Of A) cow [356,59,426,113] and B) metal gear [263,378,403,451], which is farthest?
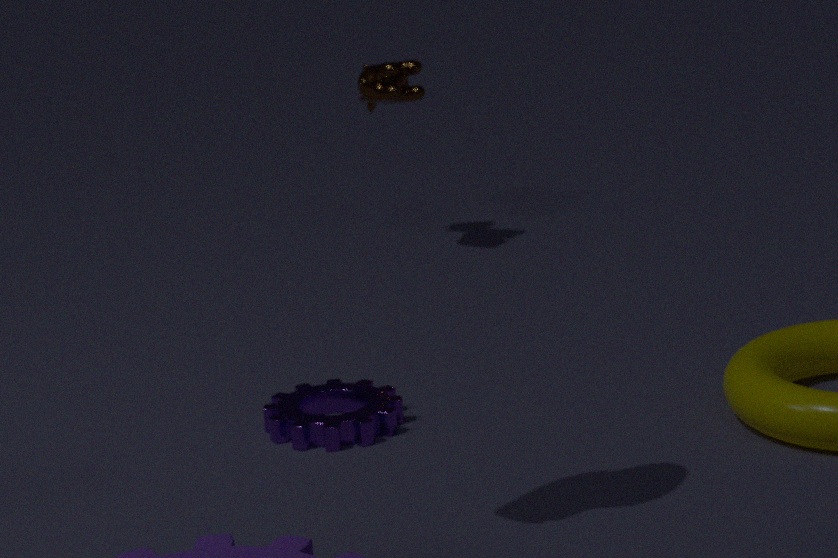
A. cow [356,59,426,113]
